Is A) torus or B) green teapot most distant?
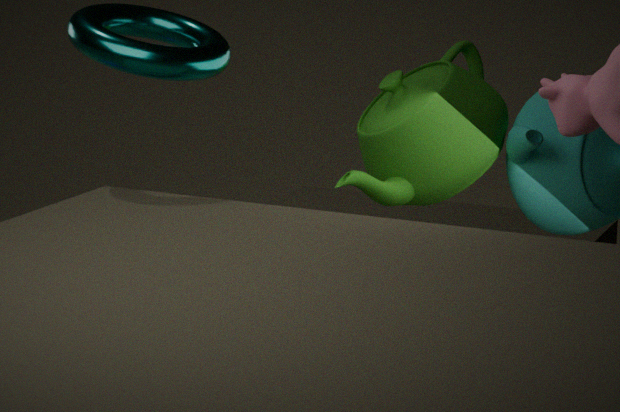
B. green teapot
